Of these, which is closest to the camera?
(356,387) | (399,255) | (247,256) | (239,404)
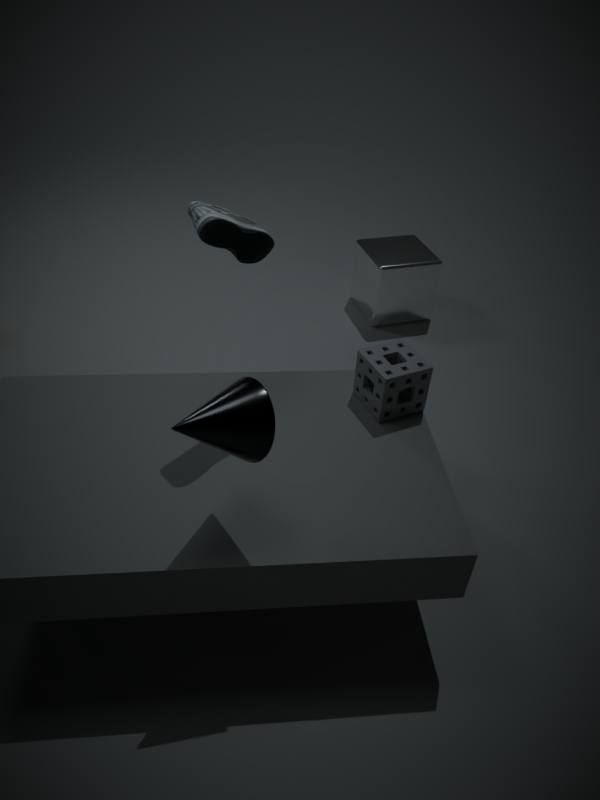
(239,404)
